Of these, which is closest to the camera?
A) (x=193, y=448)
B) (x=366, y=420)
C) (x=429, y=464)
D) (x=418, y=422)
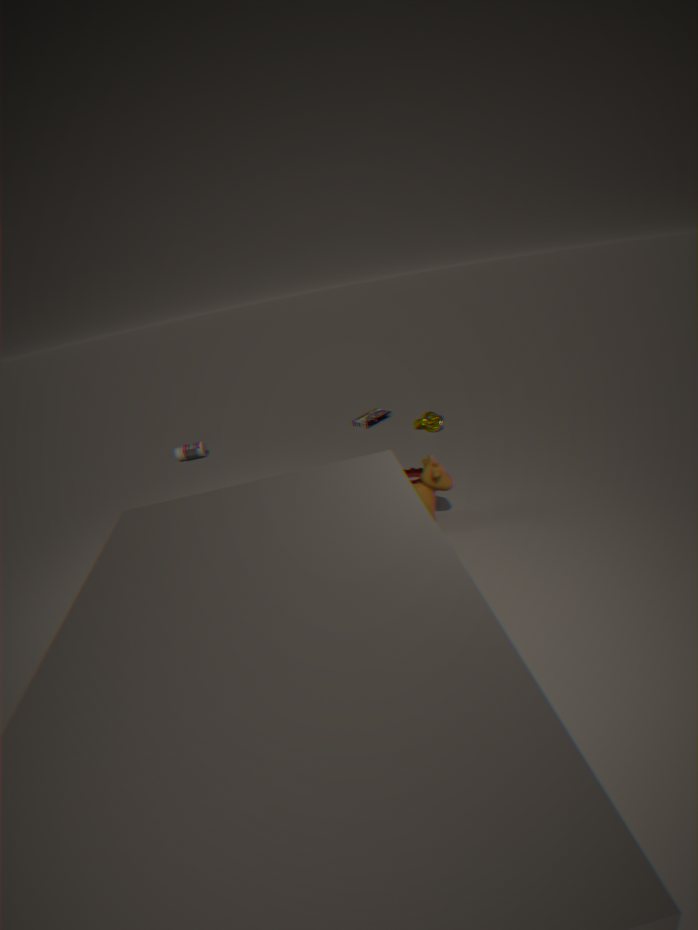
(x=429, y=464)
